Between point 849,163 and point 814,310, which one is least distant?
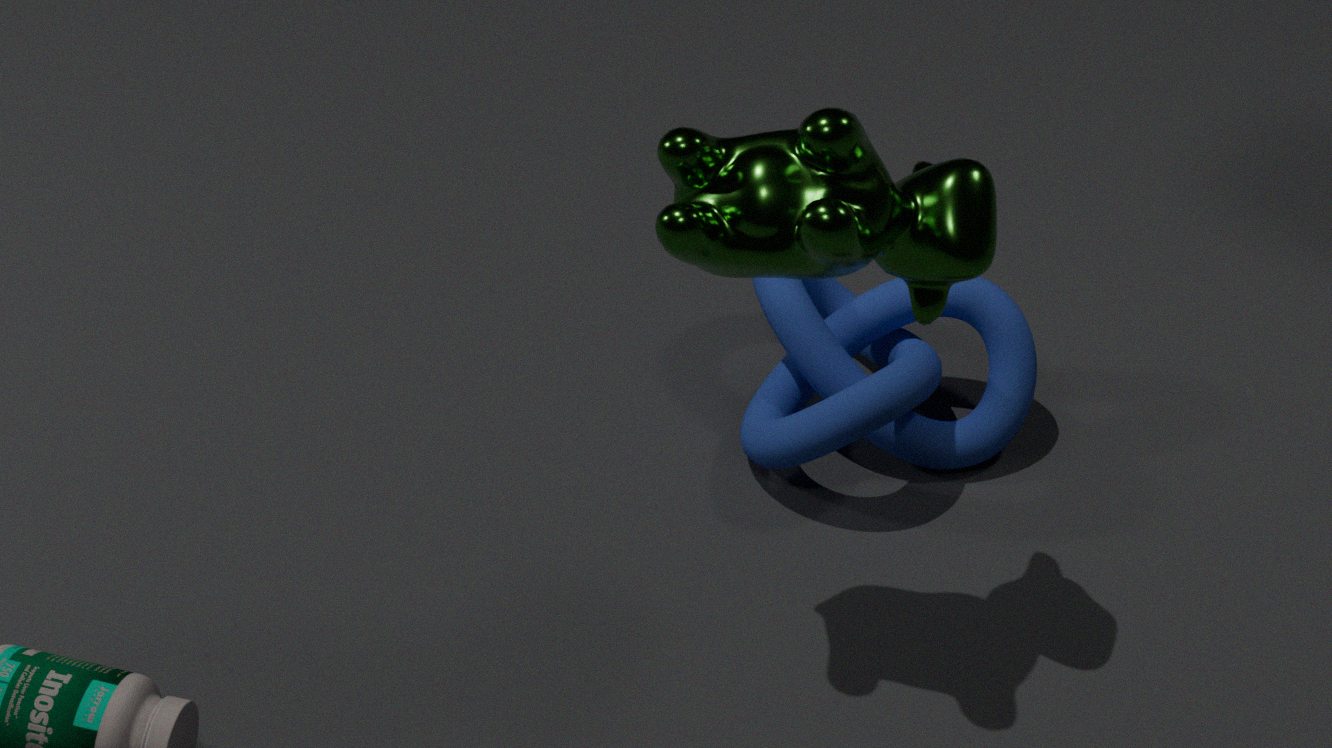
point 849,163
